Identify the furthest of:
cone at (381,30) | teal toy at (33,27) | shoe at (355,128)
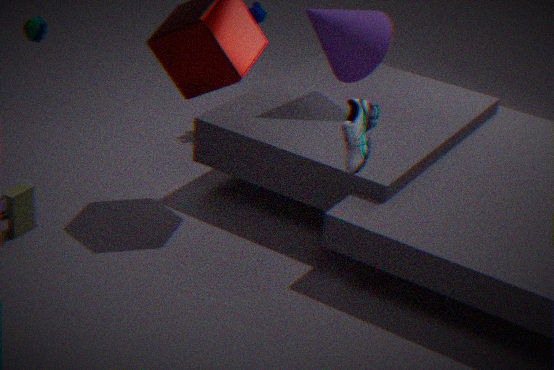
cone at (381,30)
